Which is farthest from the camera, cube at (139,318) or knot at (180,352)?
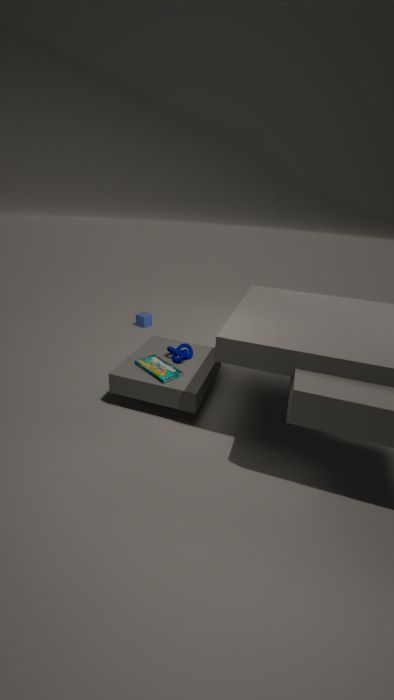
cube at (139,318)
